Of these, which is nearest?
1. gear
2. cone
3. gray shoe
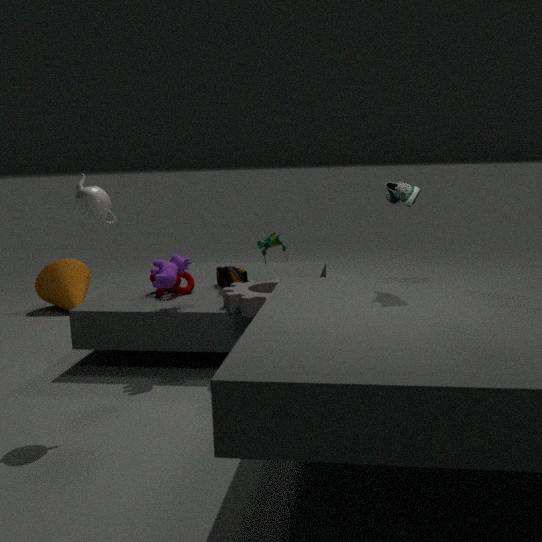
gray shoe
